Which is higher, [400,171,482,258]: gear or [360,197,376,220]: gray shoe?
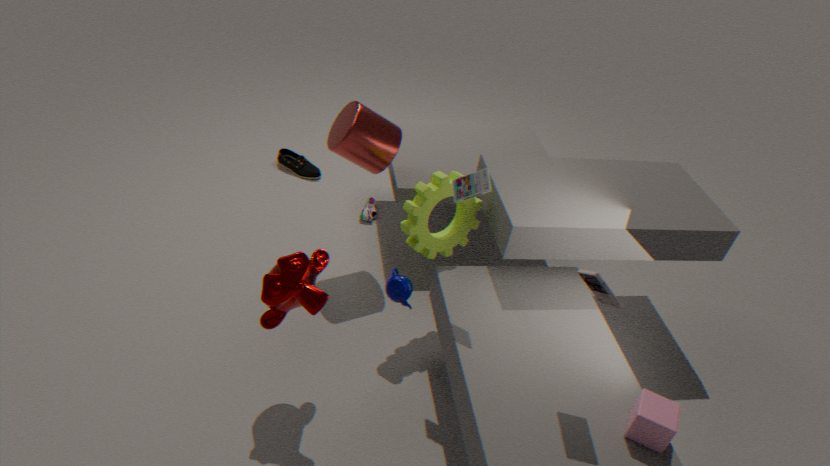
[400,171,482,258]: gear
